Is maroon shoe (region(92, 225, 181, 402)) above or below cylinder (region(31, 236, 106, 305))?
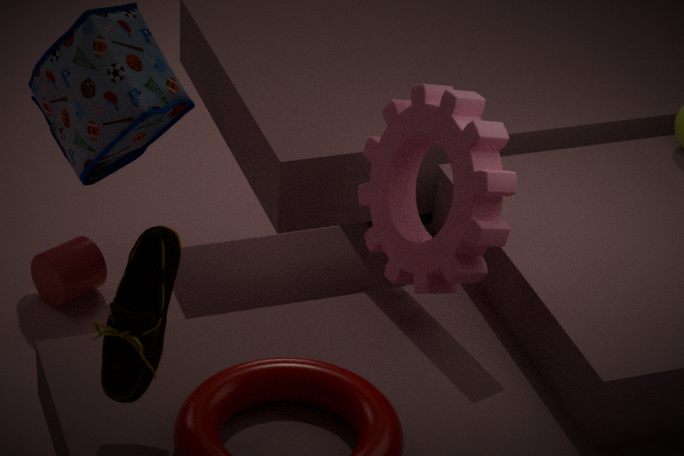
above
